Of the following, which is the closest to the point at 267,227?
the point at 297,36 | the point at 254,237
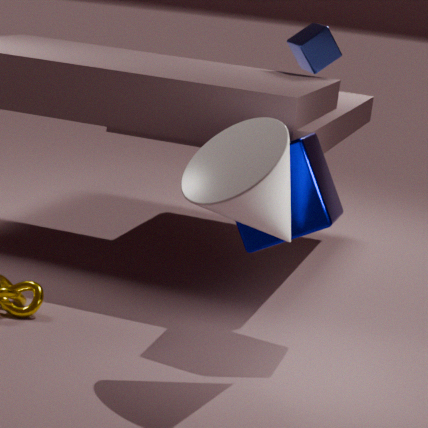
the point at 254,237
